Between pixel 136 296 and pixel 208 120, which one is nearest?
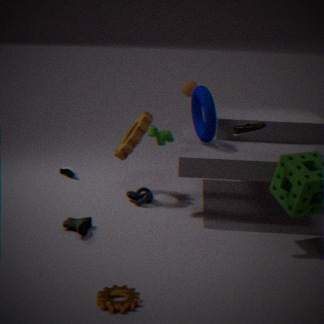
pixel 136 296
